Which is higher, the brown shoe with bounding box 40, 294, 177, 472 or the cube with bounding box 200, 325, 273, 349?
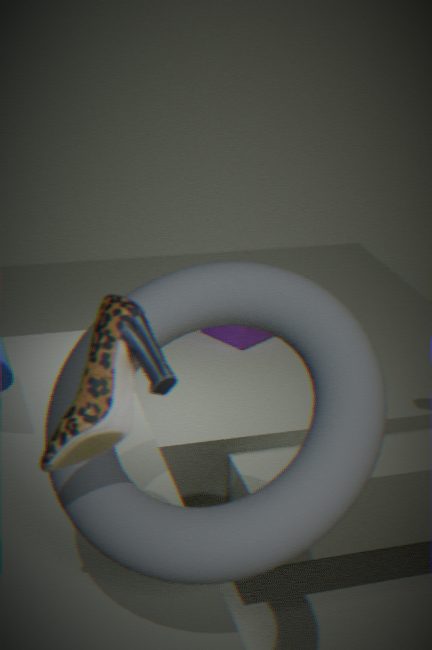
the brown shoe with bounding box 40, 294, 177, 472
